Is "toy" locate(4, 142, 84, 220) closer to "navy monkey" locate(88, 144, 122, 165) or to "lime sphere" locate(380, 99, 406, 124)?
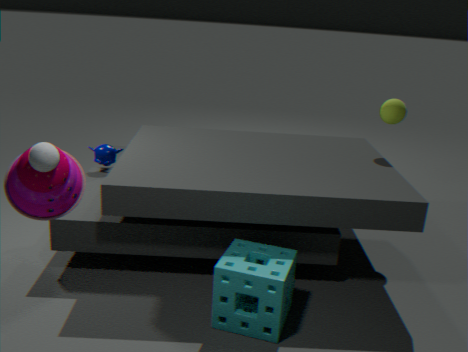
"navy monkey" locate(88, 144, 122, 165)
